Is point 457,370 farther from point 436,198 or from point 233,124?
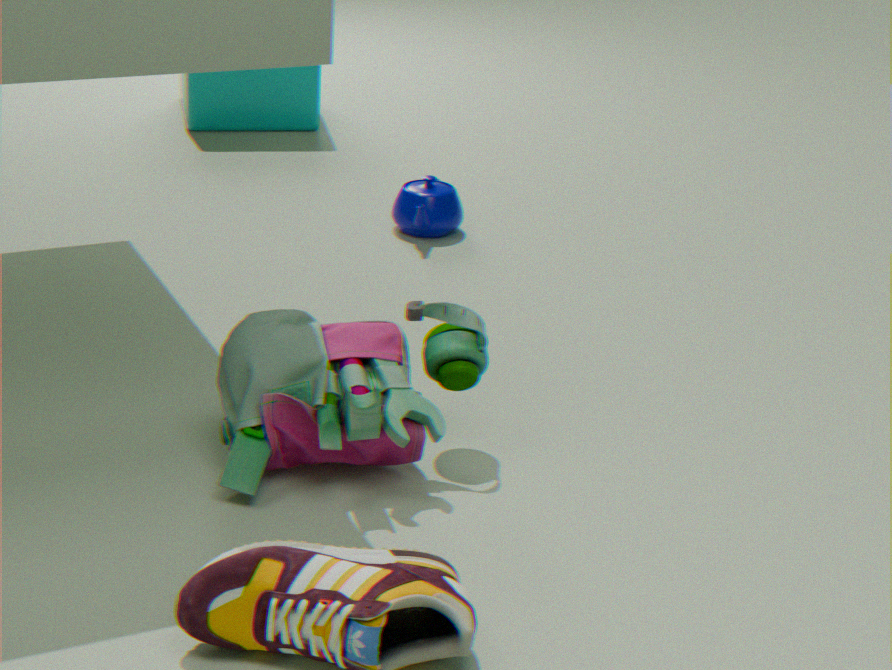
point 233,124
